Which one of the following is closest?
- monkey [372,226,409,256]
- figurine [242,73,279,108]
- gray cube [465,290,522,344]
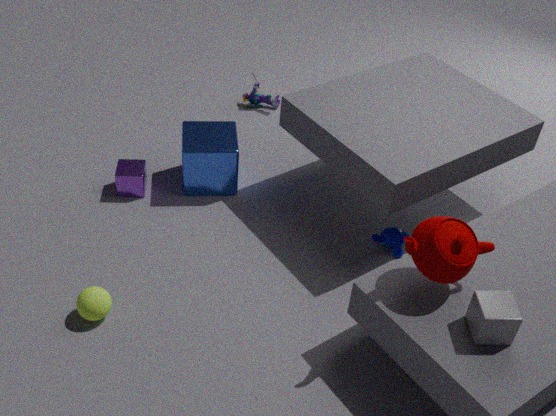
gray cube [465,290,522,344]
